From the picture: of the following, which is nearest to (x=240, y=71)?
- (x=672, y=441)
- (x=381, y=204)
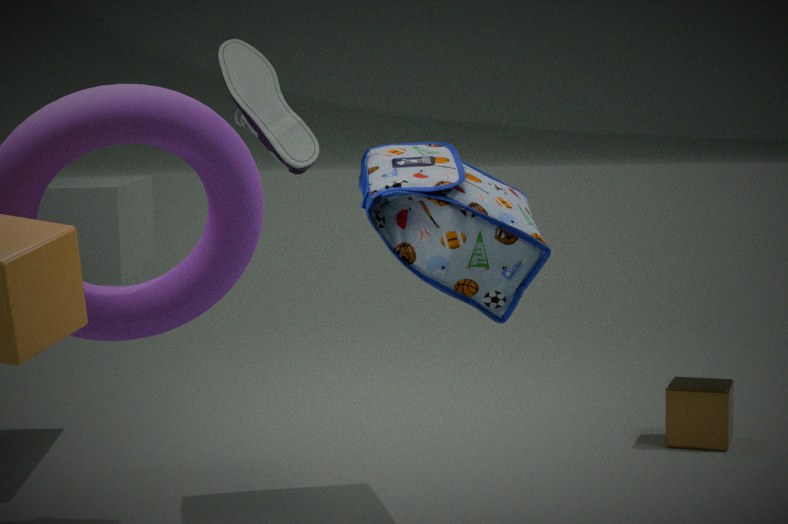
(x=381, y=204)
